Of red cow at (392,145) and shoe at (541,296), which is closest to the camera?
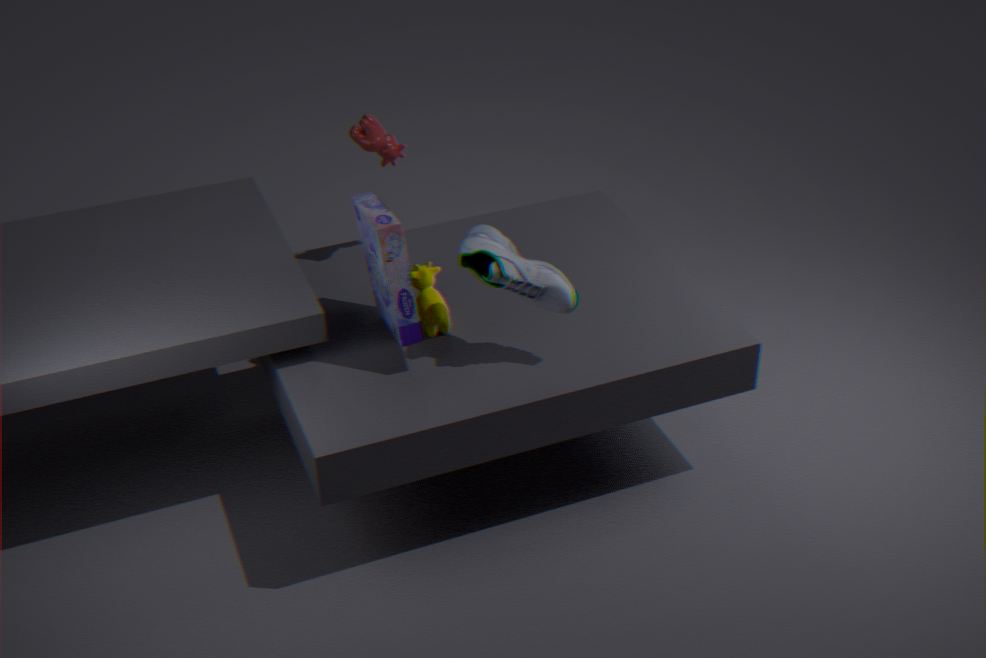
shoe at (541,296)
